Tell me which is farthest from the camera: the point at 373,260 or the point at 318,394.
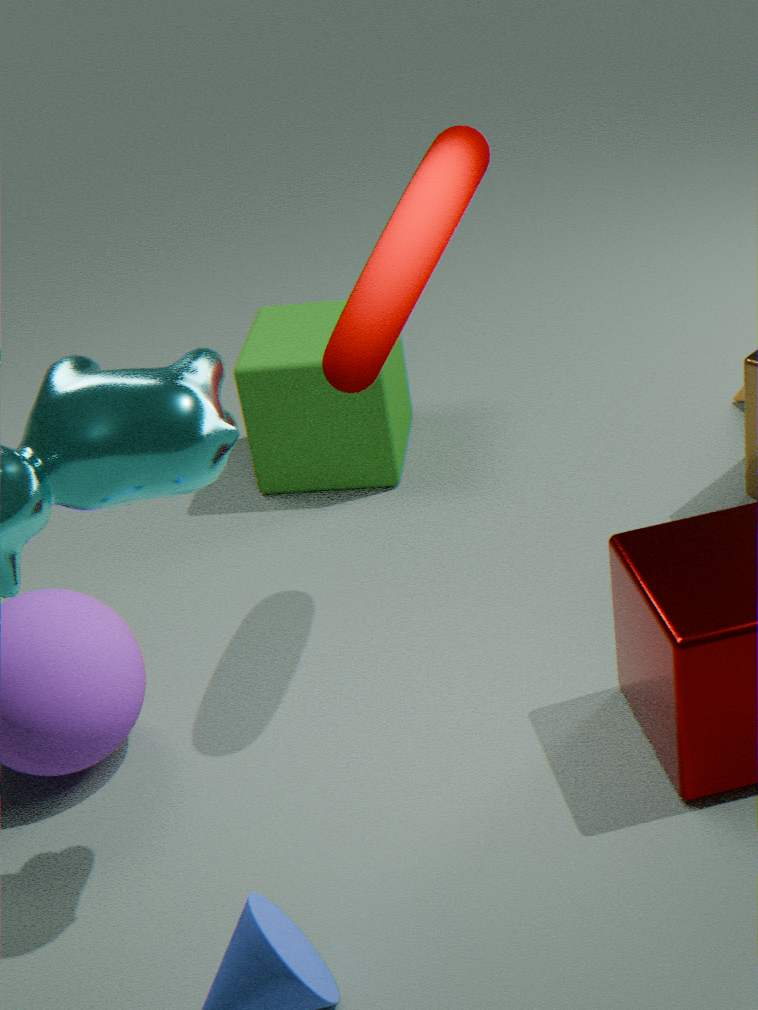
the point at 318,394
